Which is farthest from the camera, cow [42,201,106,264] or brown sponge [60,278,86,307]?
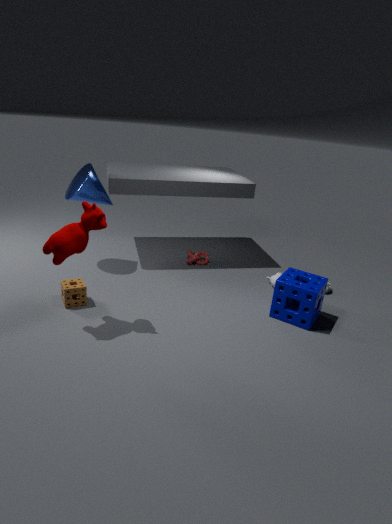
brown sponge [60,278,86,307]
